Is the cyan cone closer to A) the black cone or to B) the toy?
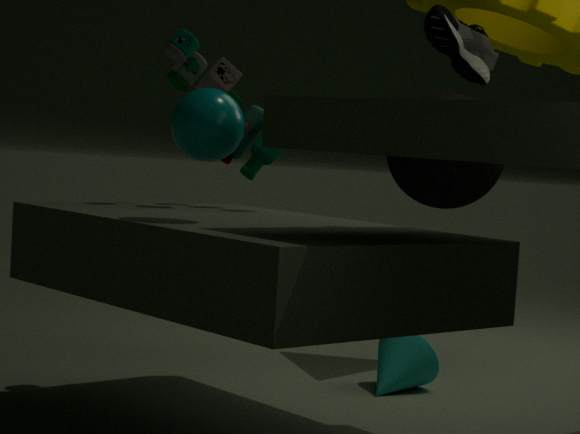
A) the black cone
